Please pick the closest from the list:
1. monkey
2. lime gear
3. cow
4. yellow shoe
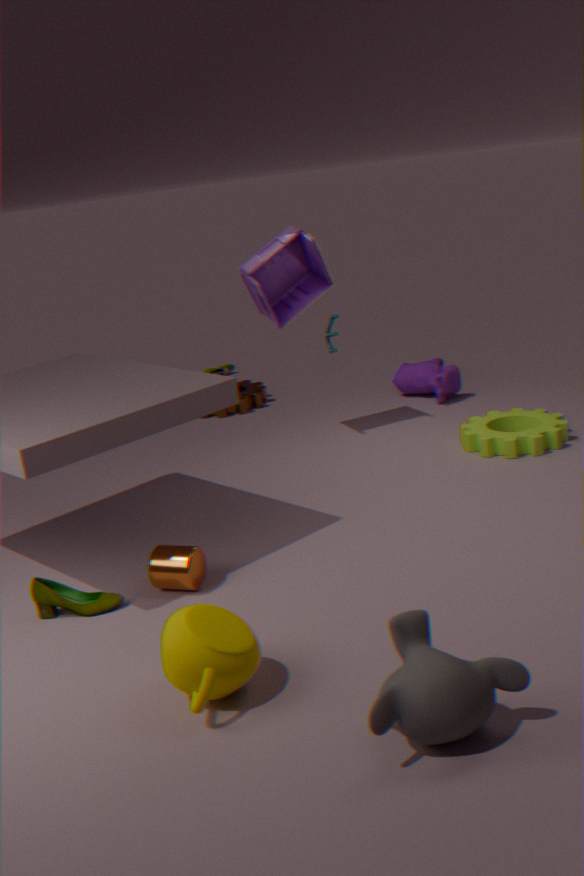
monkey
